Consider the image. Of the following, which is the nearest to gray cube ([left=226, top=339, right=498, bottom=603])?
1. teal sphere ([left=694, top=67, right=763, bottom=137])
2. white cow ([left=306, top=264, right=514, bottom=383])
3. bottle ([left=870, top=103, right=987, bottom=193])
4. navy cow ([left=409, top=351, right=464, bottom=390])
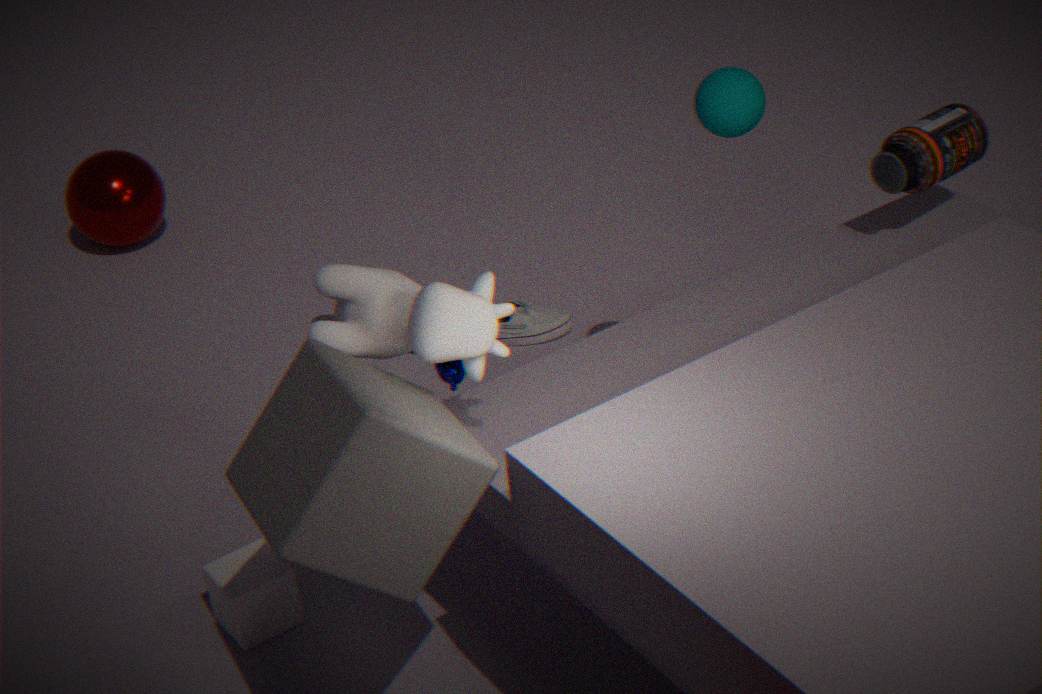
white cow ([left=306, top=264, right=514, bottom=383])
